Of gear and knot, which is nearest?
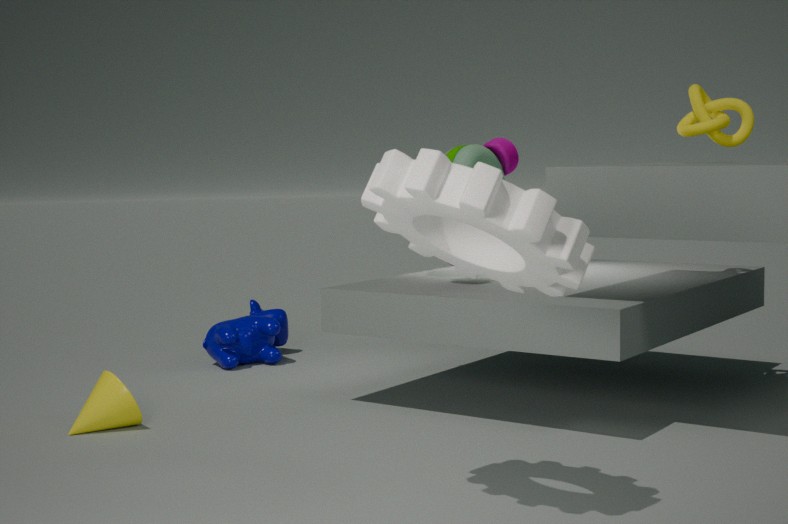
gear
